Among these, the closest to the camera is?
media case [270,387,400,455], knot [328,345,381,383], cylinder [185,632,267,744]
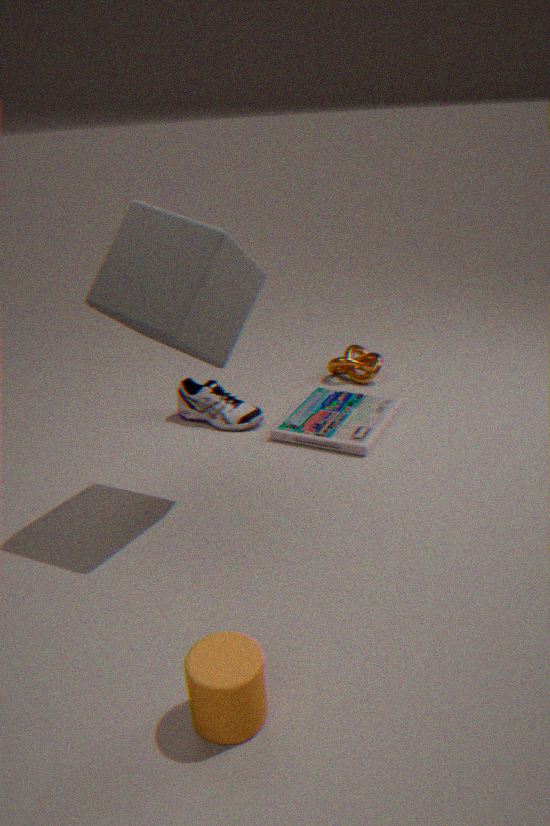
cylinder [185,632,267,744]
